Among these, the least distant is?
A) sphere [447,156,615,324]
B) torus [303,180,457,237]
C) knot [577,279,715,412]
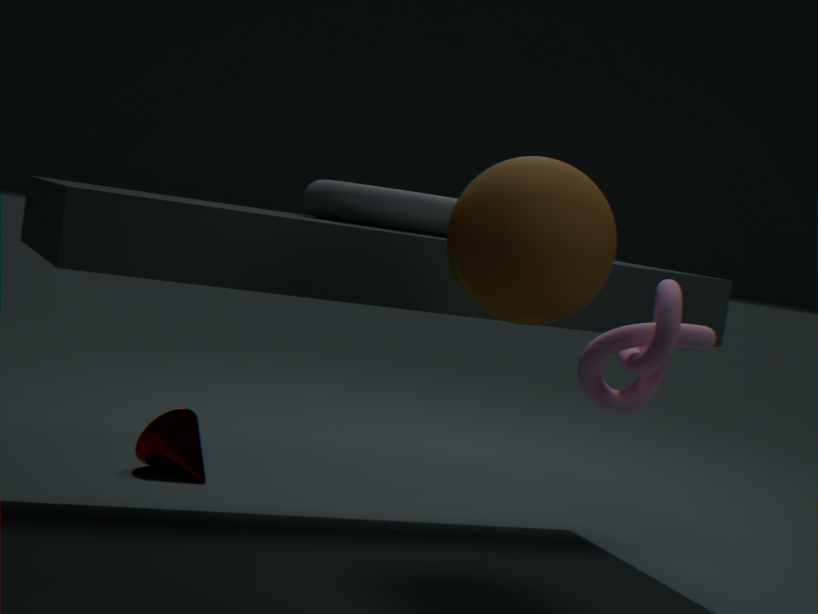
knot [577,279,715,412]
